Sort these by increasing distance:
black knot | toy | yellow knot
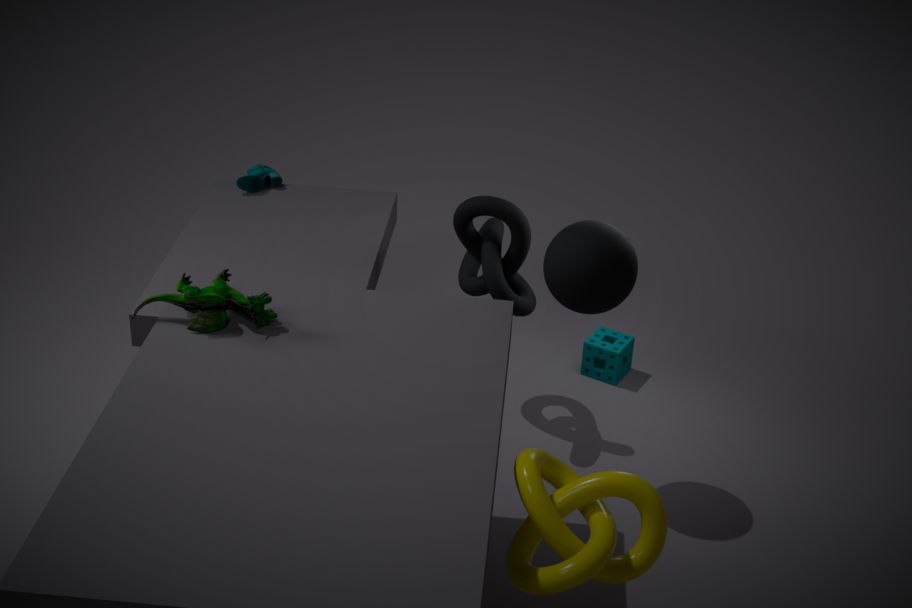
1. yellow knot
2. toy
3. black knot
